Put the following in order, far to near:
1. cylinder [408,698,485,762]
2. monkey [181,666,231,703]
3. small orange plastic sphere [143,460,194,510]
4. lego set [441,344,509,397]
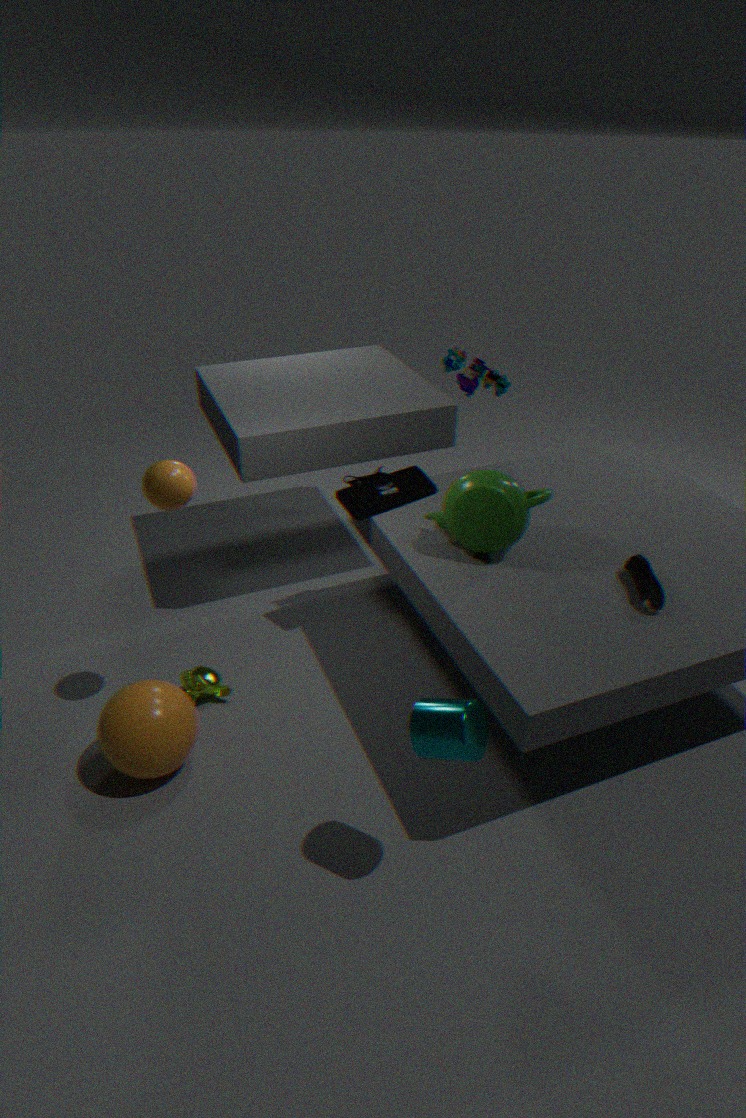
lego set [441,344,509,397], monkey [181,666,231,703], small orange plastic sphere [143,460,194,510], cylinder [408,698,485,762]
